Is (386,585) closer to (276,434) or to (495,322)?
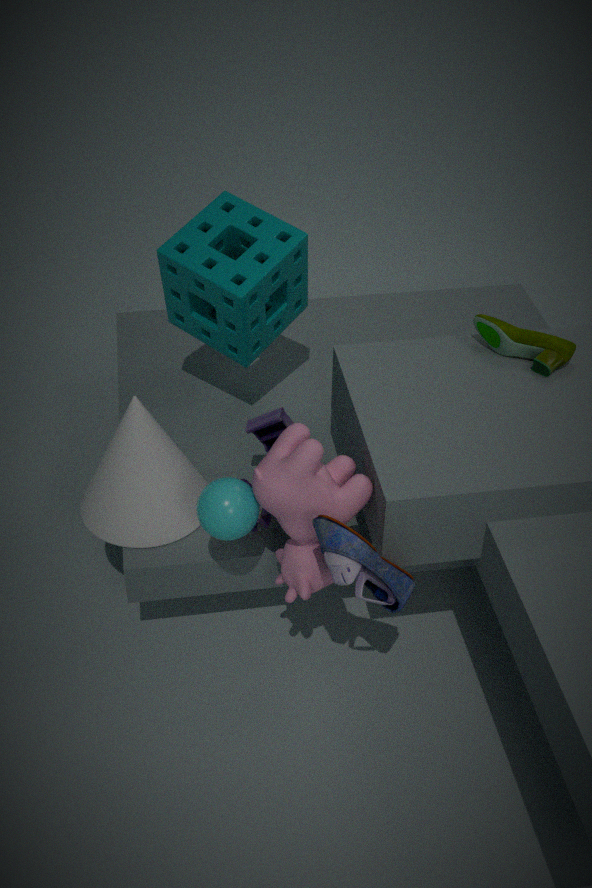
(276,434)
